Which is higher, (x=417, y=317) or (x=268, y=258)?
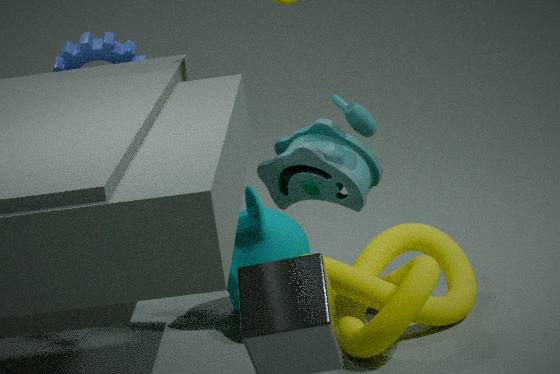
(x=268, y=258)
